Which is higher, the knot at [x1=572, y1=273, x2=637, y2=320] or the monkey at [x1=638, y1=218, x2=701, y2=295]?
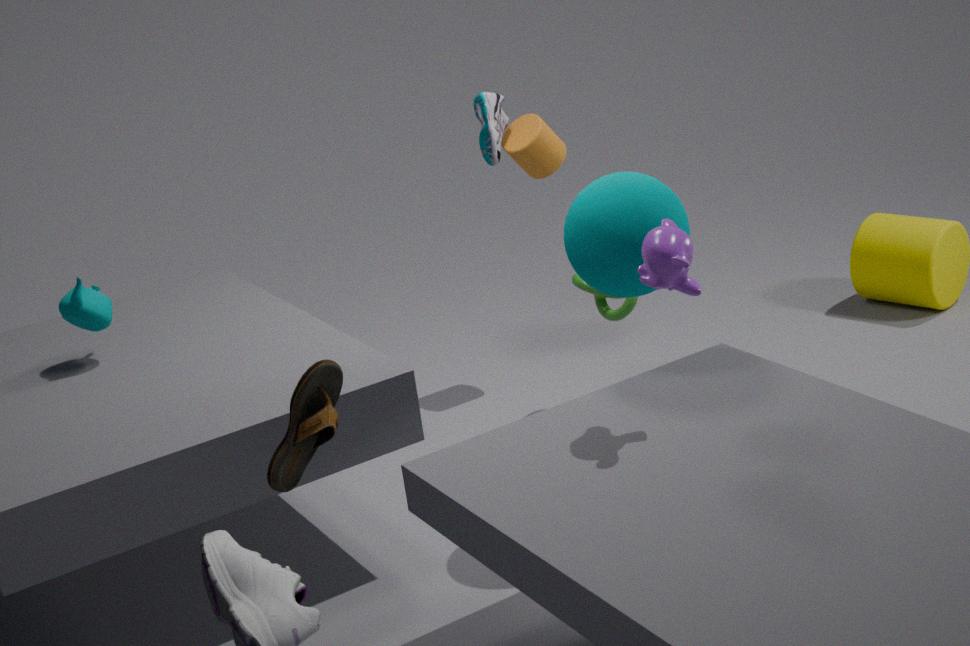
the monkey at [x1=638, y1=218, x2=701, y2=295]
